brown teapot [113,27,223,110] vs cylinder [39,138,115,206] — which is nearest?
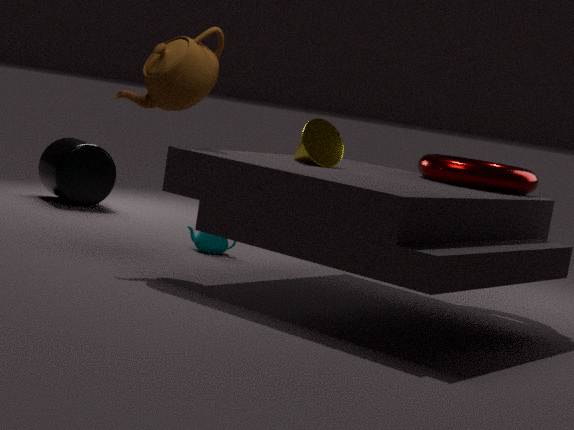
brown teapot [113,27,223,110]
